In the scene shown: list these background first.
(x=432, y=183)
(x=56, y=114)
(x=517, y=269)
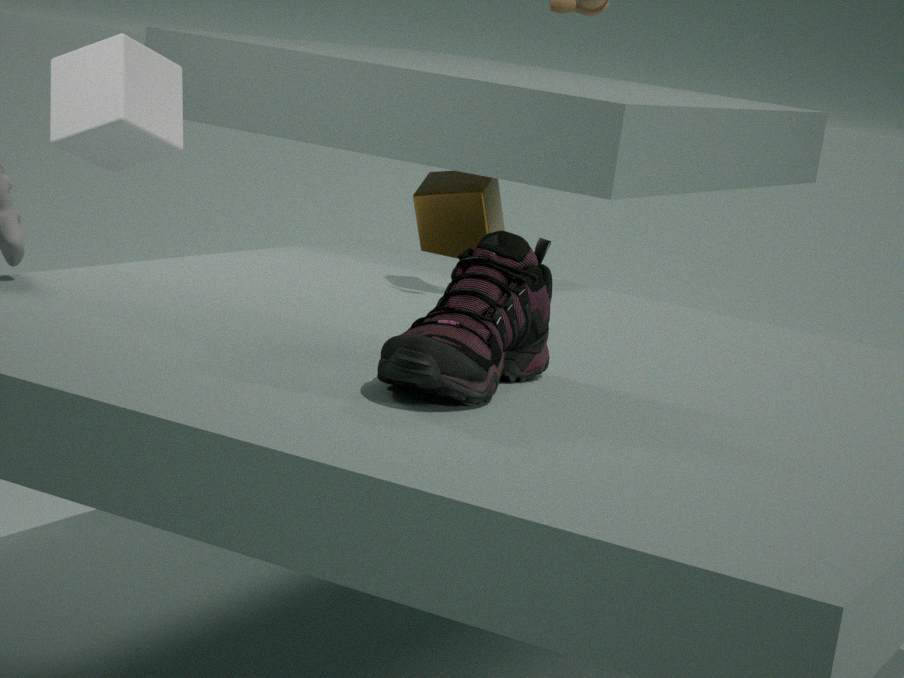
1. (x=432, y=183)
2. (x=56, y=114)
3. (x=517, y=269)
